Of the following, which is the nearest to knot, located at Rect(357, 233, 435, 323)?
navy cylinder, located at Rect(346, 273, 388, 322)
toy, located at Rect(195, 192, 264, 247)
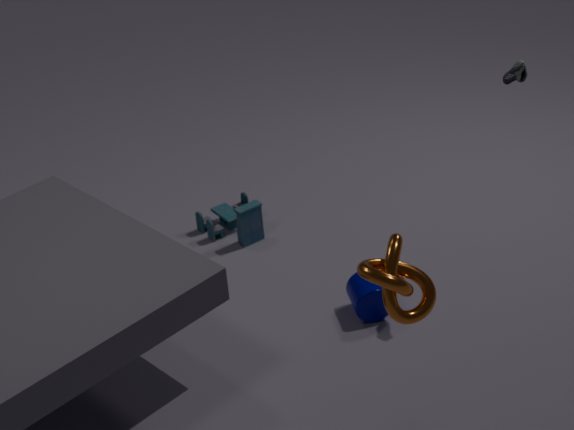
navy cylinder, located at Rect(346, 273, 388, 322)
